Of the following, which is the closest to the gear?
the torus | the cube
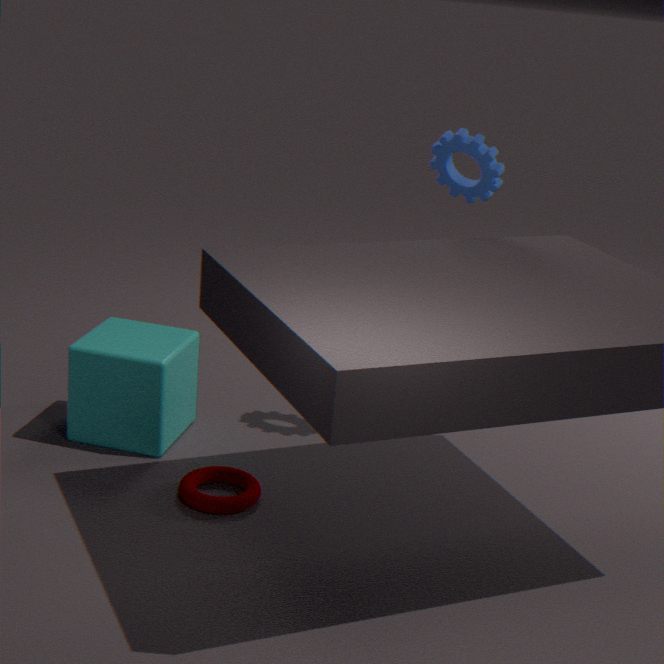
the cube
